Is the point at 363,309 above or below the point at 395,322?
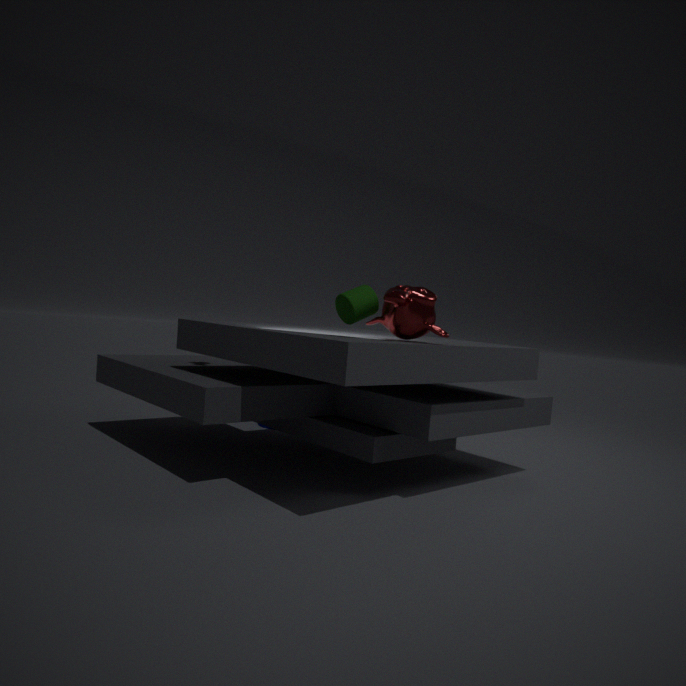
above
